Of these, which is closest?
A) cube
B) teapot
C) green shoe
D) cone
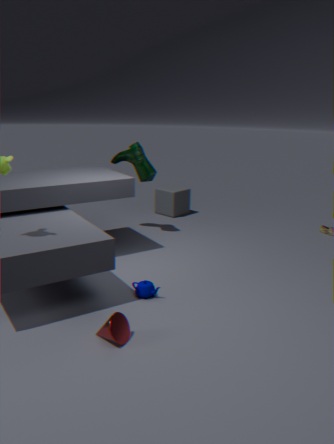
cone
